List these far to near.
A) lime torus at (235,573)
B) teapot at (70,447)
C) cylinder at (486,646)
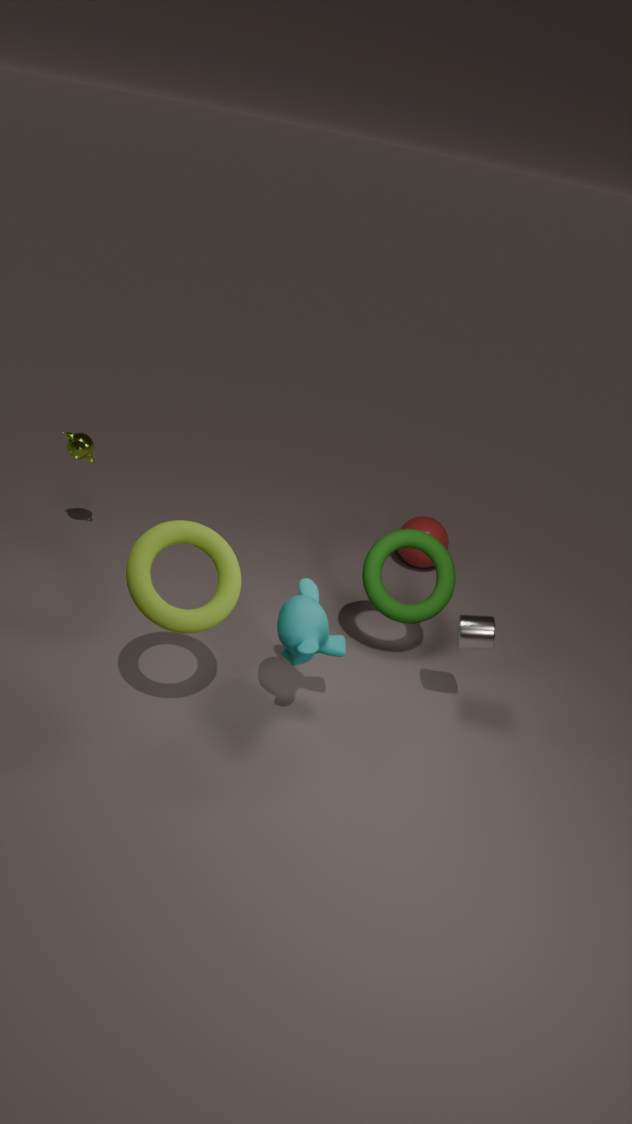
teapot at (70,447), cylinder at (486,646), lime torus at (235,573)
